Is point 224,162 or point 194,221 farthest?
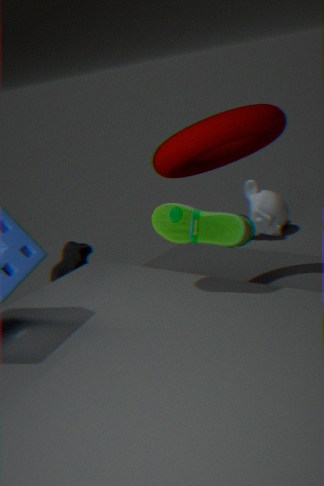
point 224,162
